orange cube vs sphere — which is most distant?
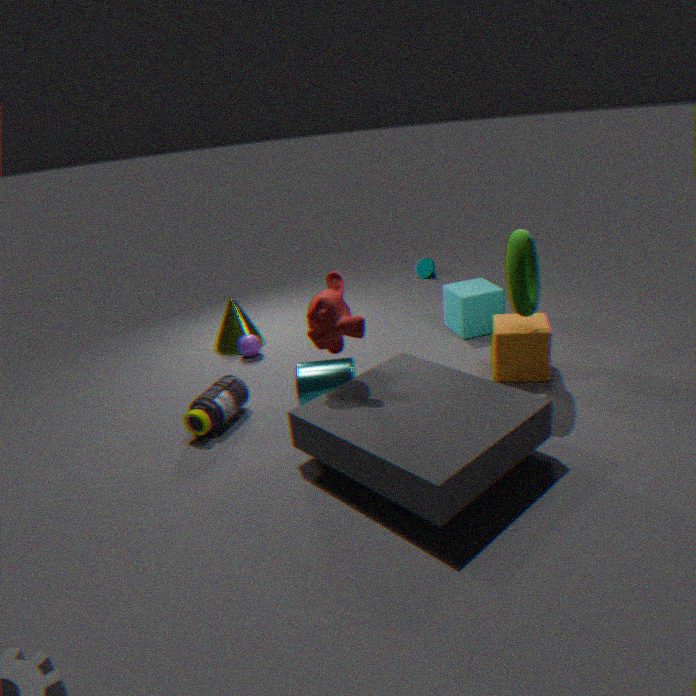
sphere
